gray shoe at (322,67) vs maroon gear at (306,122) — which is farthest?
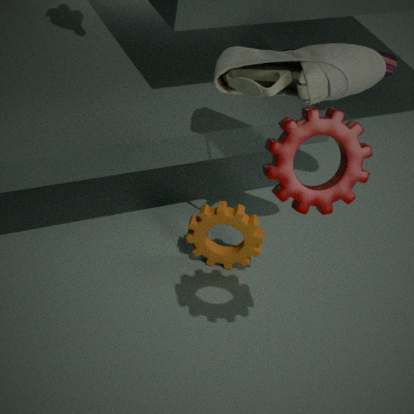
gray shoe at (322,67)
